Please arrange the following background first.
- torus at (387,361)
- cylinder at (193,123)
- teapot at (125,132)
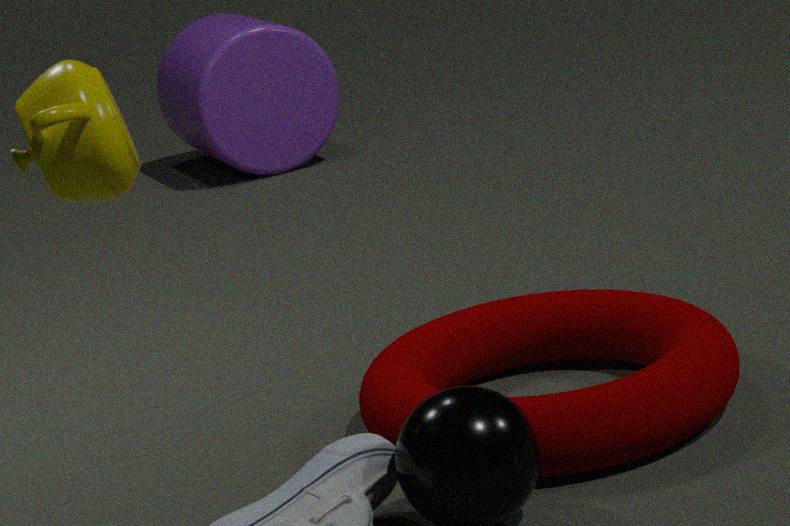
cylinder at (193,123)
torus at (387,361)
teapot at (125,132)
